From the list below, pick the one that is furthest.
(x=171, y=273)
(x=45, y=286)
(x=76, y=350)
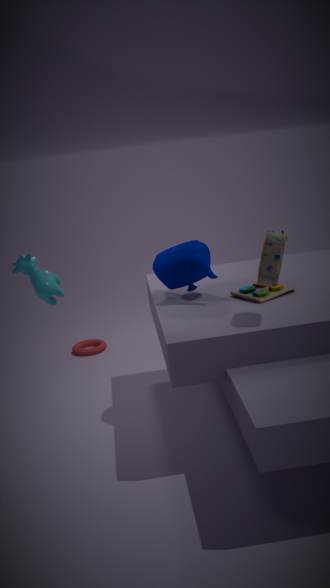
(x=76, y=350)
